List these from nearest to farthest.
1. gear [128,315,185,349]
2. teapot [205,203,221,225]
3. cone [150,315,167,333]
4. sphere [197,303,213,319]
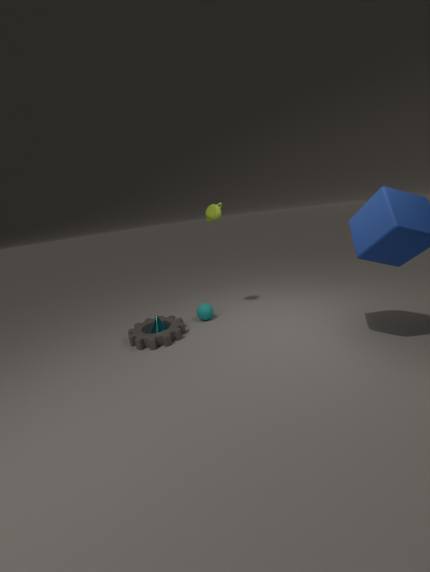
gear [128,315,185,349]
cone [150,315,167,333]
teapot [205,203,221,225]
sphere [197,303,213,319]
